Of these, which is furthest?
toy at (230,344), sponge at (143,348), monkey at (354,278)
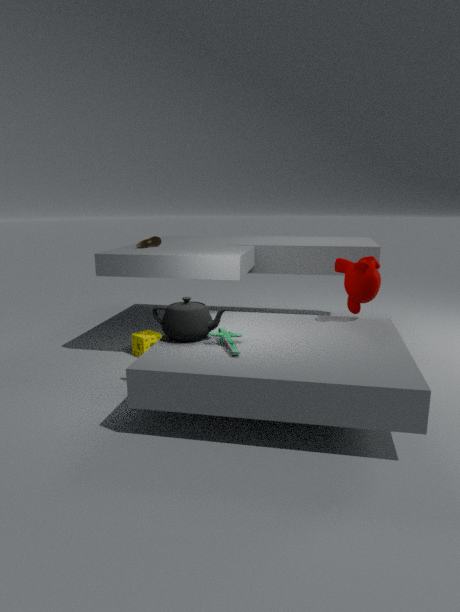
sponge at (143,348)
